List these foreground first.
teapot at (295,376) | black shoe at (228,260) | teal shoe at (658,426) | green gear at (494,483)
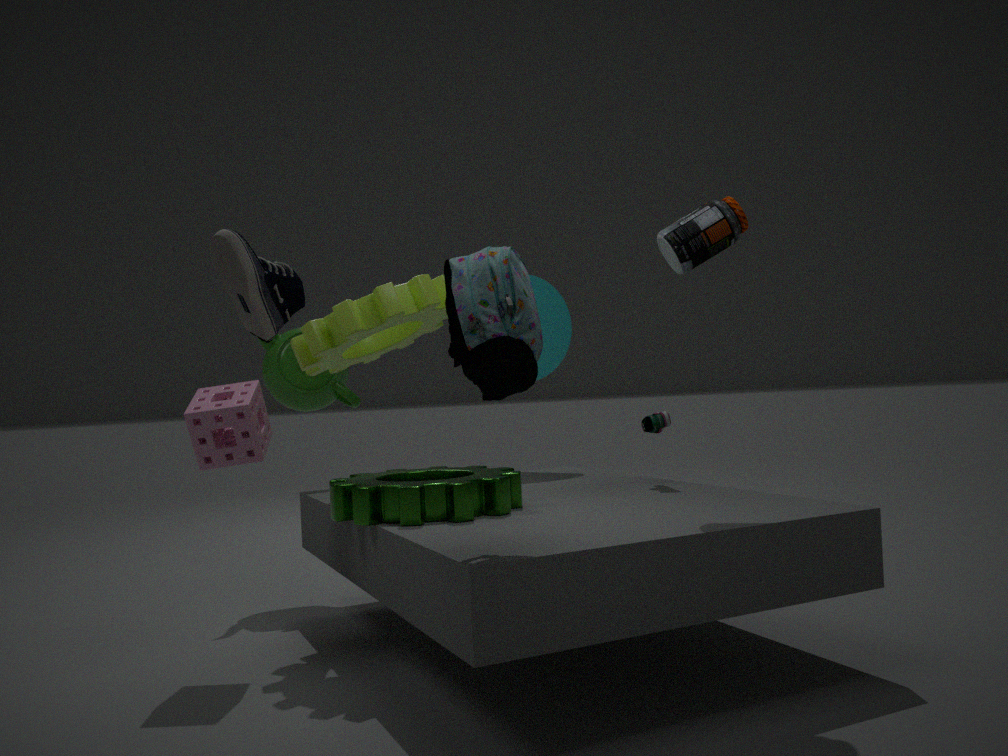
black shoe at (228,260) → green gear at (494,483) → teal shoe at (658,426) → teapot at (295,376)
